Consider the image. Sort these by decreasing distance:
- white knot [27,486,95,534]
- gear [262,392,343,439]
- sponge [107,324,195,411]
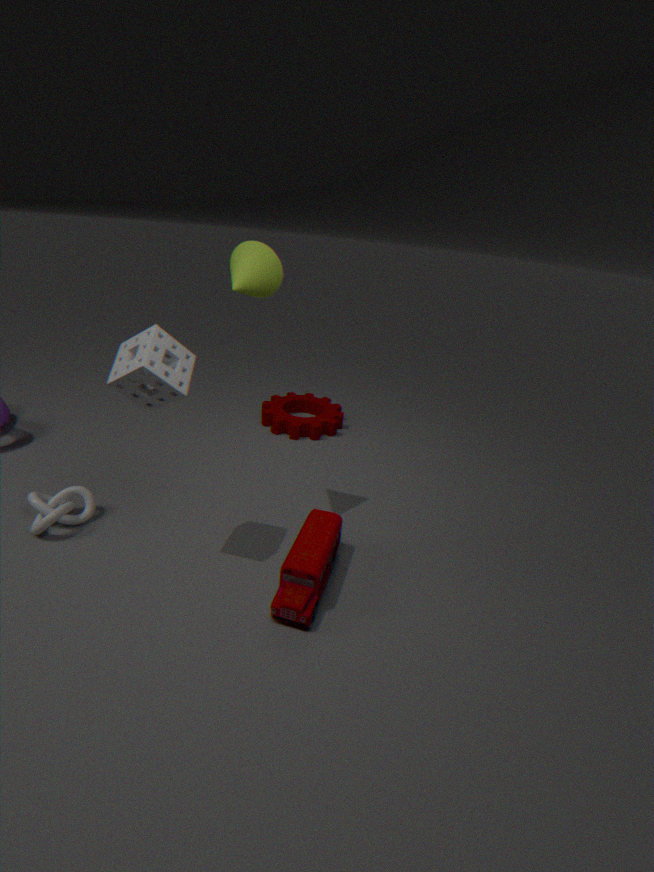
gear [262,392,343,439] → white knot [27,486,95,534] → sponge [107,324,195,411]
